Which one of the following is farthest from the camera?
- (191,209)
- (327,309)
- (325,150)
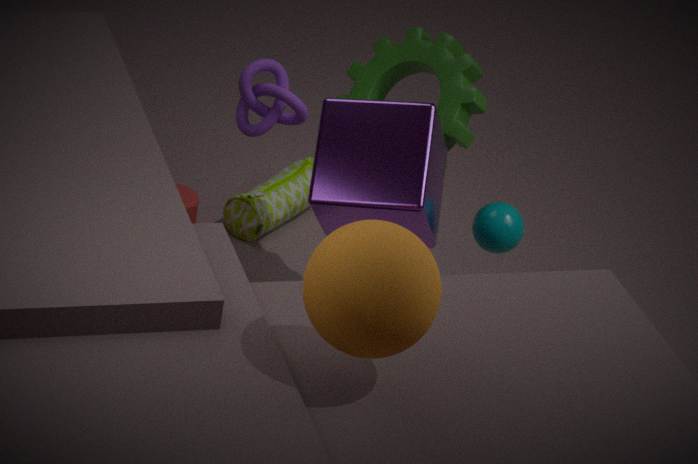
(191,209)
